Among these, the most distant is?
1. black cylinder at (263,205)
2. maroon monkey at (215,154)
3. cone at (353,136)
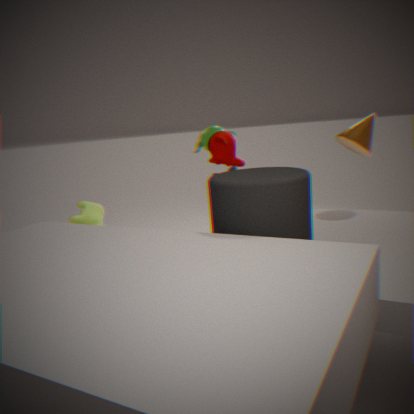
cone at (353,136)
